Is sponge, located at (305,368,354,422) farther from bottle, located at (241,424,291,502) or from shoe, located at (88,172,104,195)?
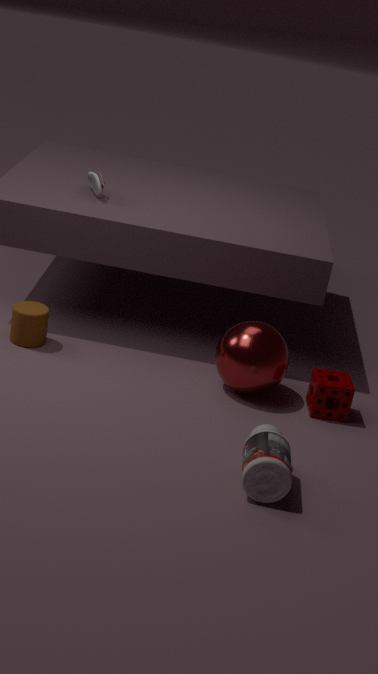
shoe, located at (88,172,104,195)
